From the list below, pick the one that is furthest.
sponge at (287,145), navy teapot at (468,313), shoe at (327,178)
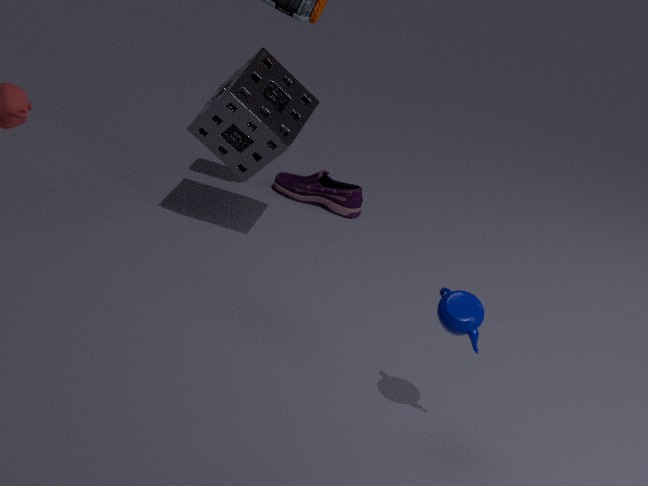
shoe at (327,178)
